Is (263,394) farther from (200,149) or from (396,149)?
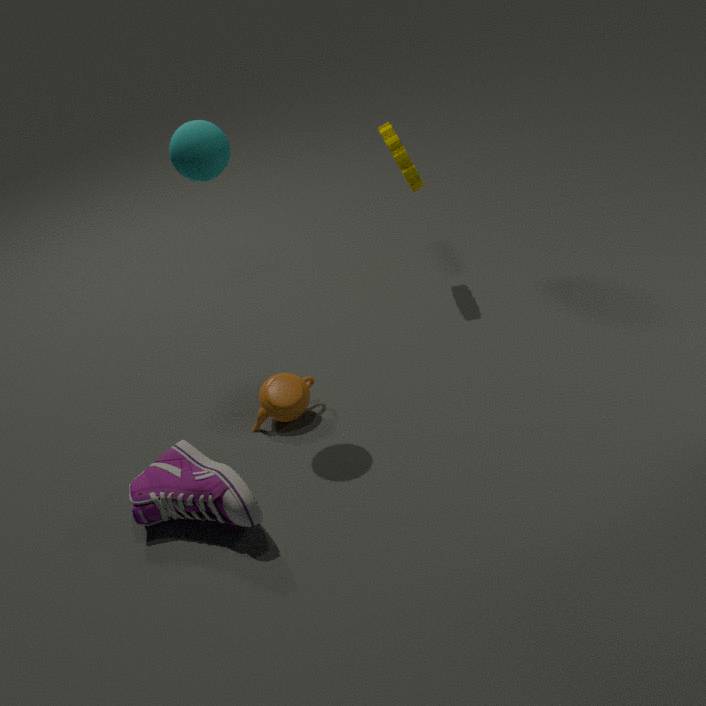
(396,149)
